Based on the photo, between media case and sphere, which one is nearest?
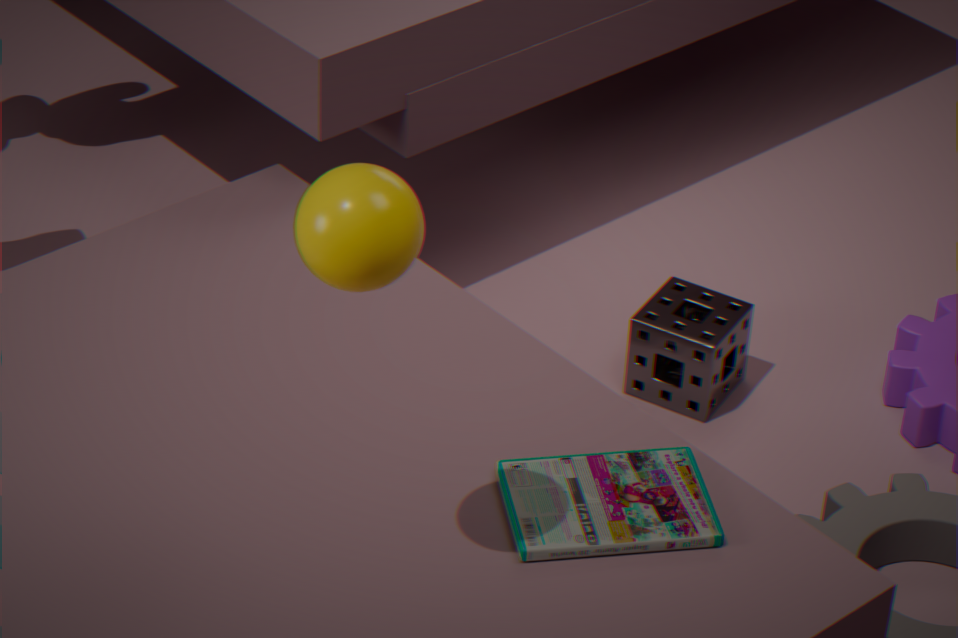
sphere
